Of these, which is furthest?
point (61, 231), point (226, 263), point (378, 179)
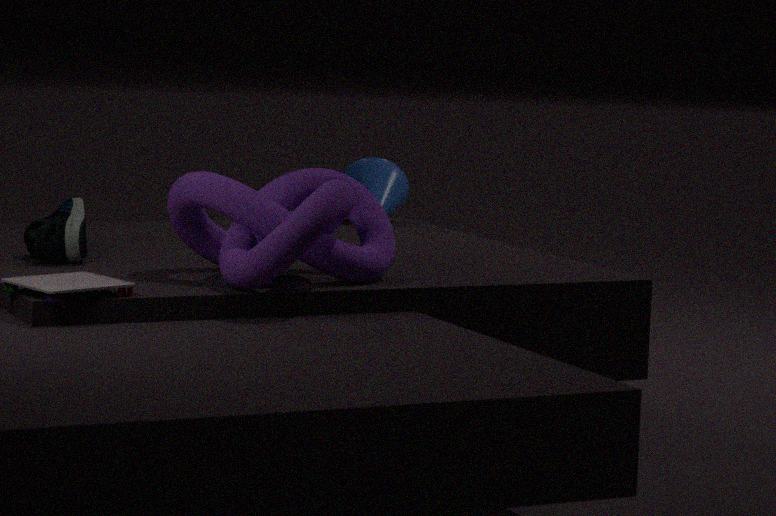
point (378, 179)
